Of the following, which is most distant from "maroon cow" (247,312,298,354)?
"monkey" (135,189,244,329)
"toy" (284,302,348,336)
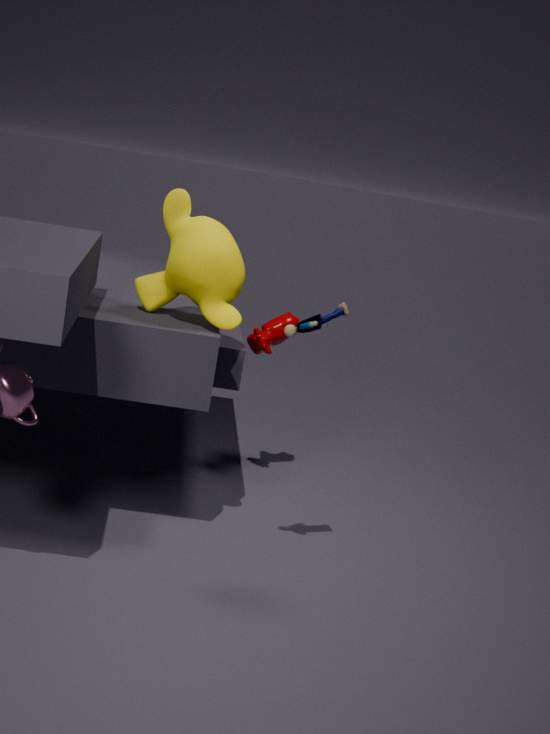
"toy" (284,302,348,336)
